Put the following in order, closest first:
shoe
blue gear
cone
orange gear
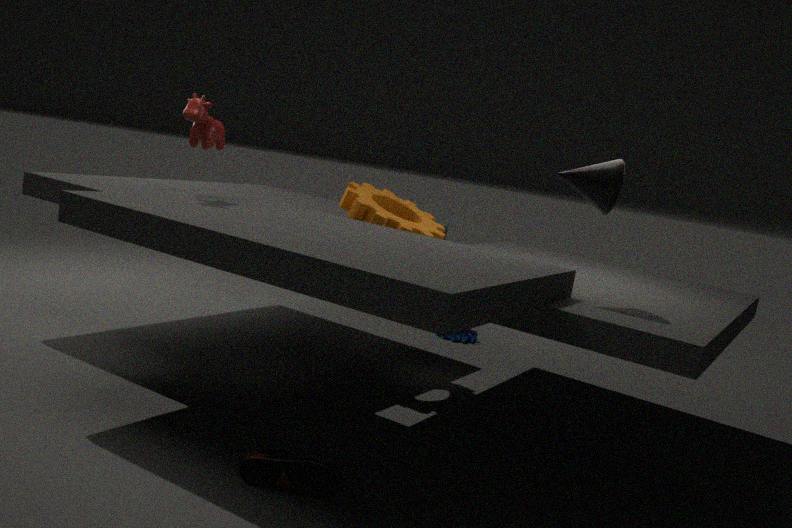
shoe → cone → orange gear → blue gear
